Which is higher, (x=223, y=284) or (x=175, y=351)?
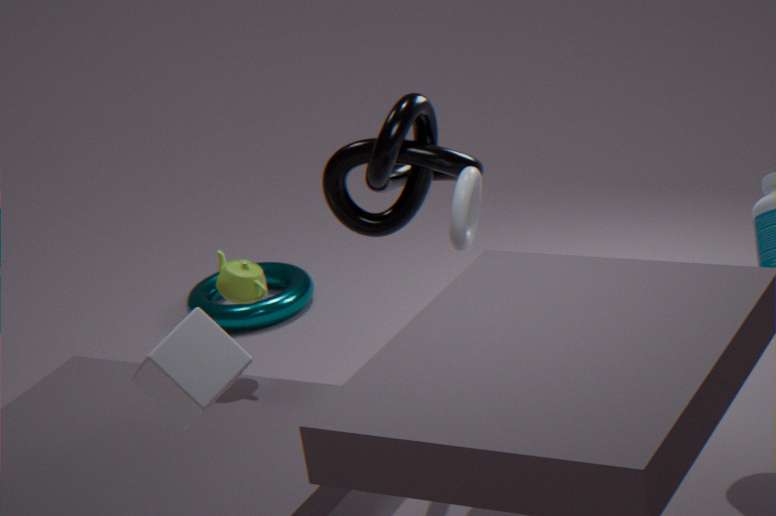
(x=175, y=351)
